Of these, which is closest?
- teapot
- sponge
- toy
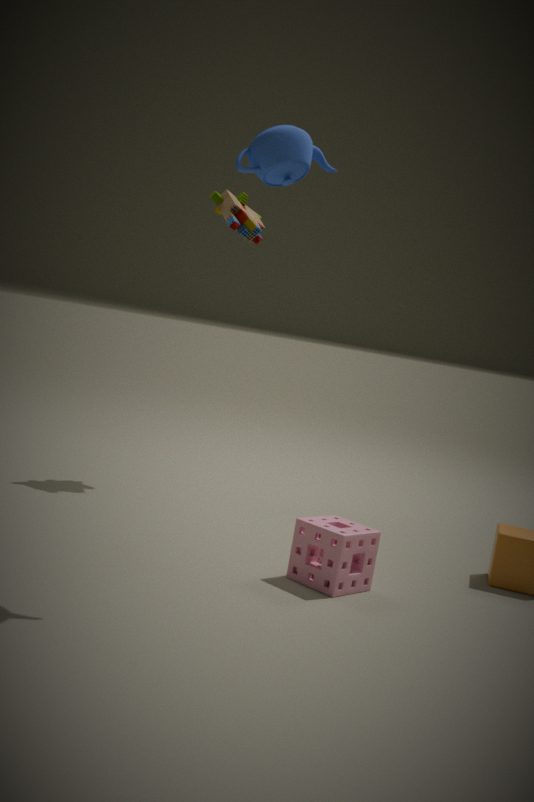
teapot
